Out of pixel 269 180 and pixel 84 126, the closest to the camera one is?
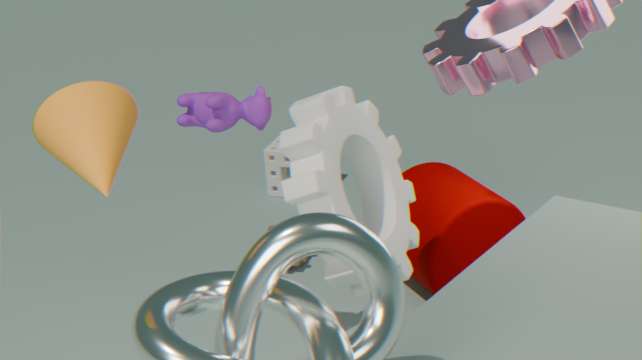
pixel 84 126
